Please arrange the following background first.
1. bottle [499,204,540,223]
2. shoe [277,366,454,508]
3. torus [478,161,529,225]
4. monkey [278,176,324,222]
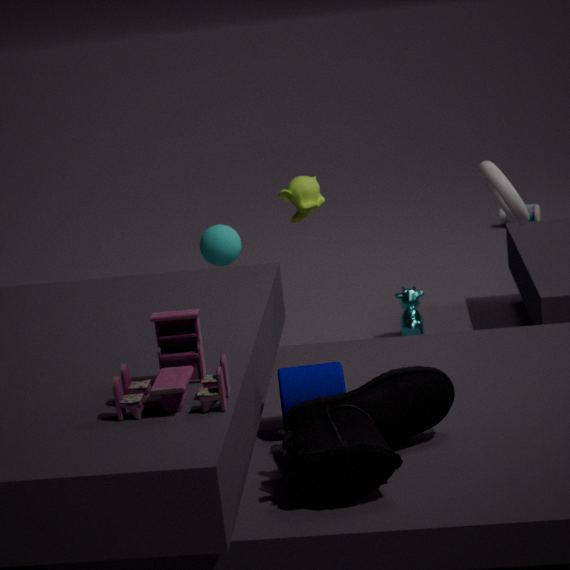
bottle [499,204,540,223]
monkey [278,176,324,222]
torus [478,161,529,225]
shoe [277,366,454,508]
